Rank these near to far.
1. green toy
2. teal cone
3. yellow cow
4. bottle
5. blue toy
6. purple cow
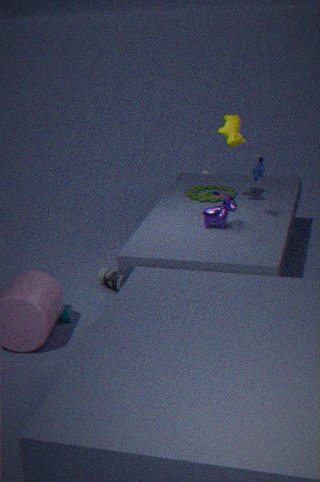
teal cone
blue toy
purple cow
yellow cow
bottle
green toy
